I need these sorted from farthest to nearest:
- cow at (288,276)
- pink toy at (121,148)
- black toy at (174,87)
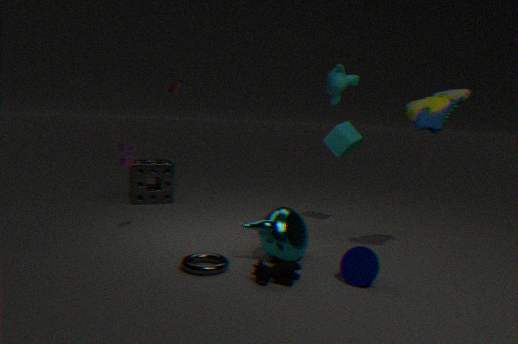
1. black toy at (174,87)
2. pink toy at (121,148)
3. cow at (288,276)
